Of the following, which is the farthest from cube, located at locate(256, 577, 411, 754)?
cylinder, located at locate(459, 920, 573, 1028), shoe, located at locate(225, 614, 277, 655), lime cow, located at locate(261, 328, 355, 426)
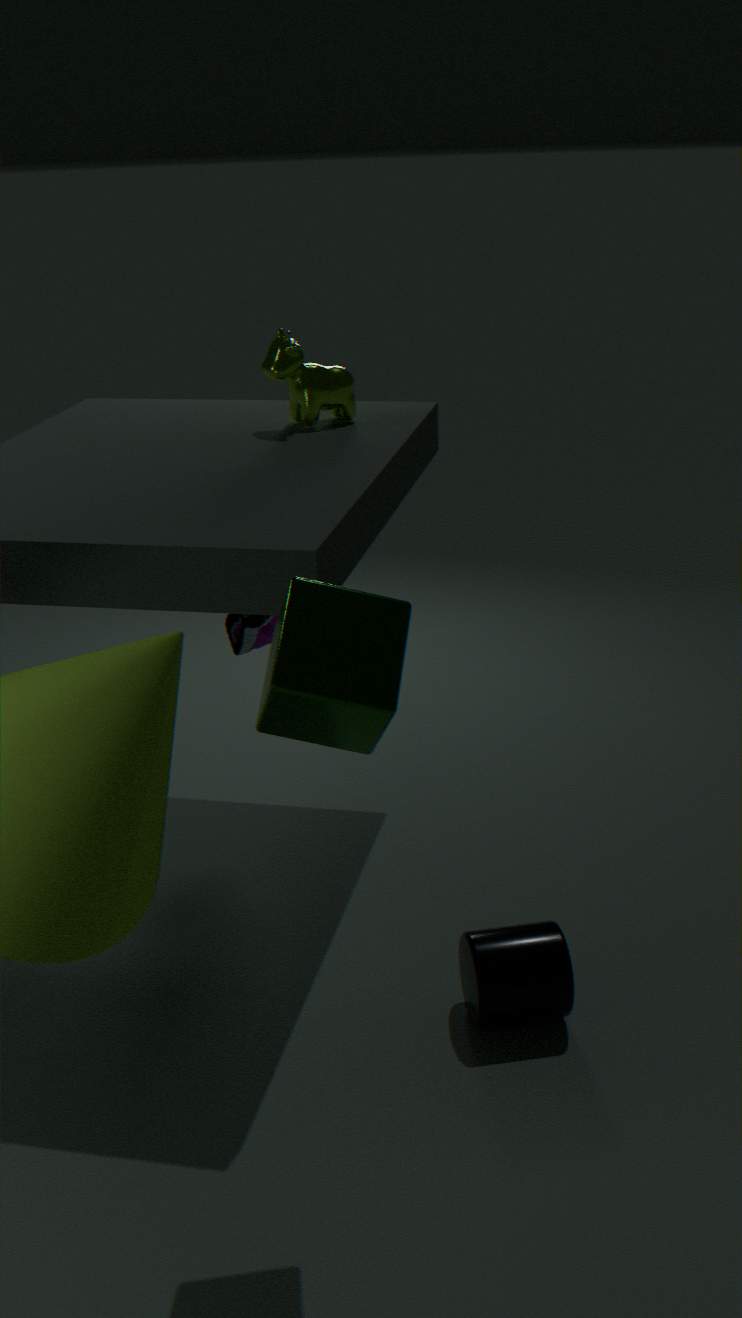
lime cow, located at locate(261, 328, 355, 426)
